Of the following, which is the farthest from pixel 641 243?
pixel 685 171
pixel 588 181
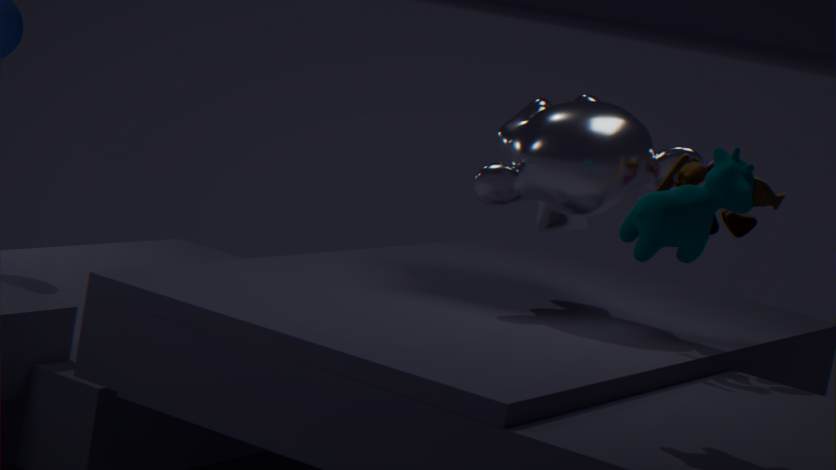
pixel 588 181
